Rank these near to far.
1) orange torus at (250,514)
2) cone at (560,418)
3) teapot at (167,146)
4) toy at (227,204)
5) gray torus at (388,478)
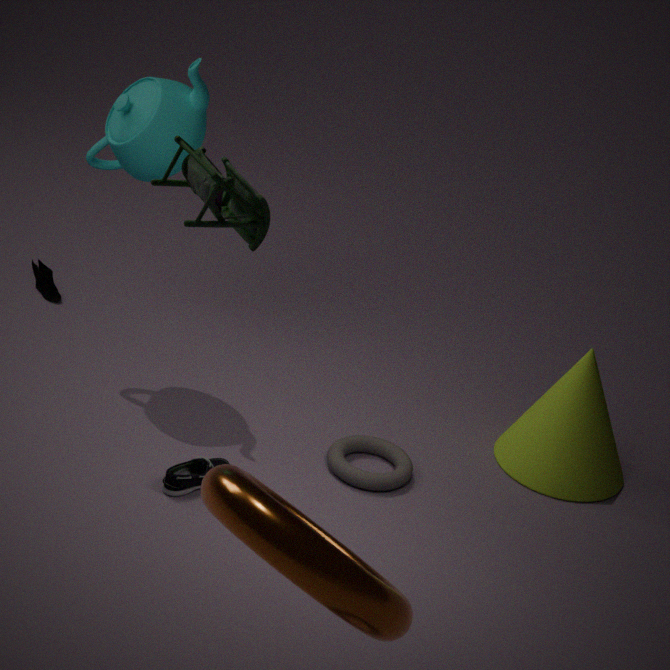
1. orange torus at (250,514) < 4. toy at (227,204) < 5. gray torus at (388,478) < 3. teapot at (167,146) < 2. cone at (560,418)
